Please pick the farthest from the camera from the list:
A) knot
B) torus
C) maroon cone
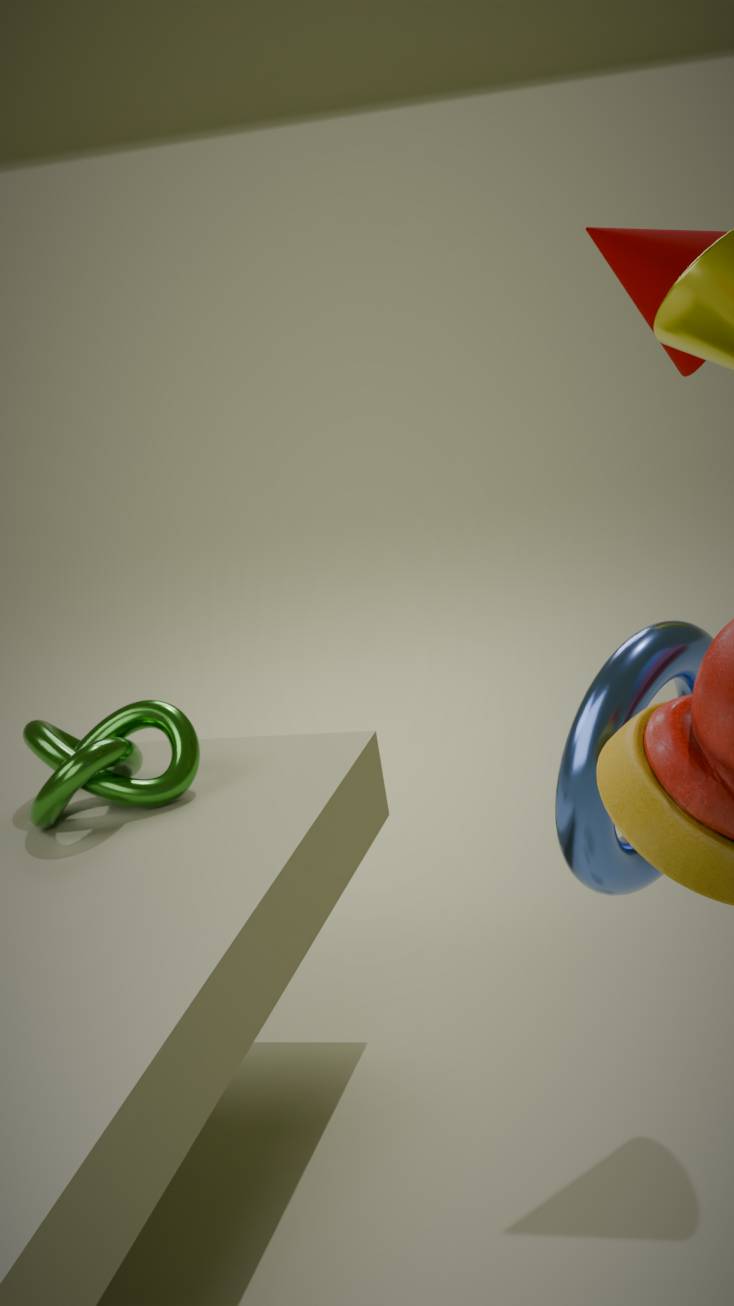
knot
